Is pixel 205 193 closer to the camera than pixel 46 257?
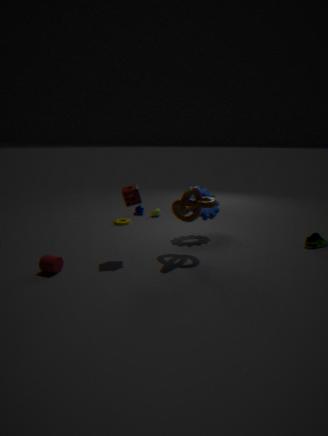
No
